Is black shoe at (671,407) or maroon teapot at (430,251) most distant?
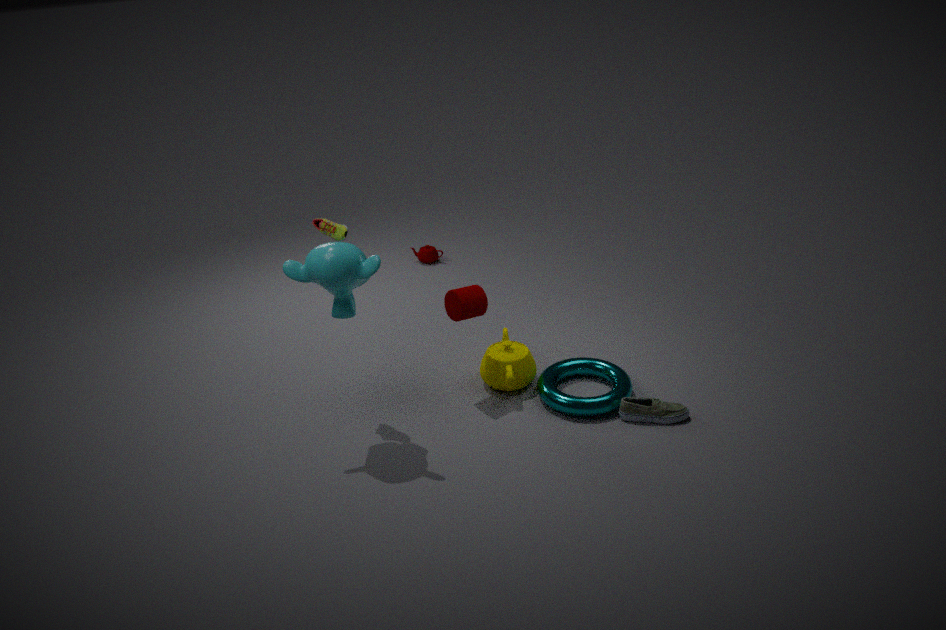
maroon teapot at (430,251)
